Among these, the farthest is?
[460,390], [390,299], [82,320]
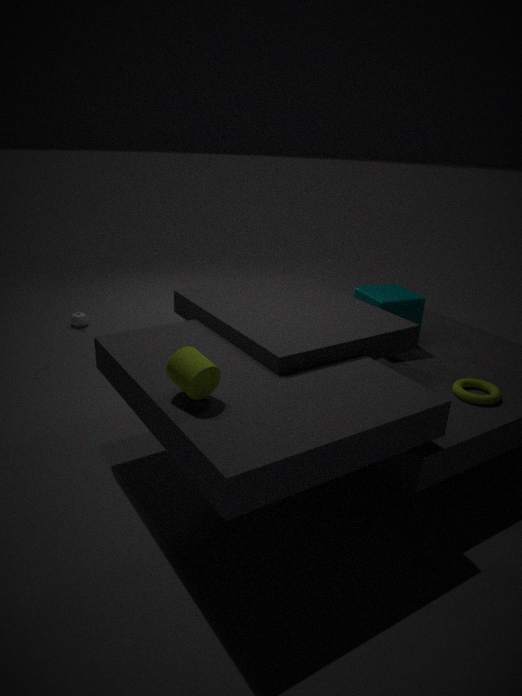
[82,320]
